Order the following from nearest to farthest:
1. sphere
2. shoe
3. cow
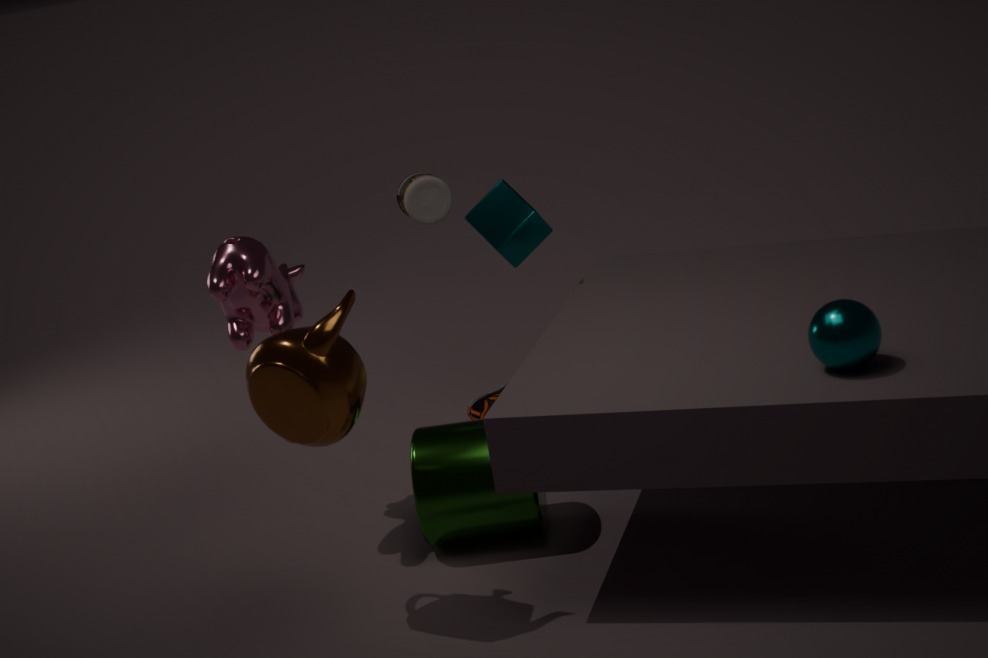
sphere < cow < shoe
